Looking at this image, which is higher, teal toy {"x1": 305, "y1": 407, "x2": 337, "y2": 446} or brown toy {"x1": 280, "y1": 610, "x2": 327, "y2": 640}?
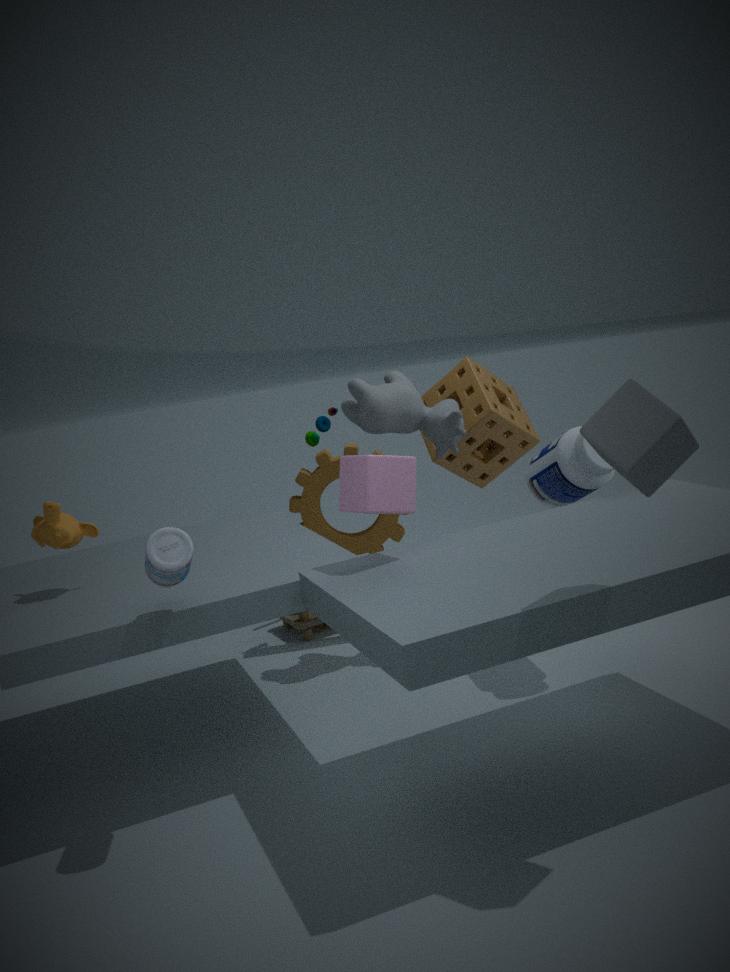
teal toy {"x1": 305, "y1": 407, "x2": 337, "y2": 446}
